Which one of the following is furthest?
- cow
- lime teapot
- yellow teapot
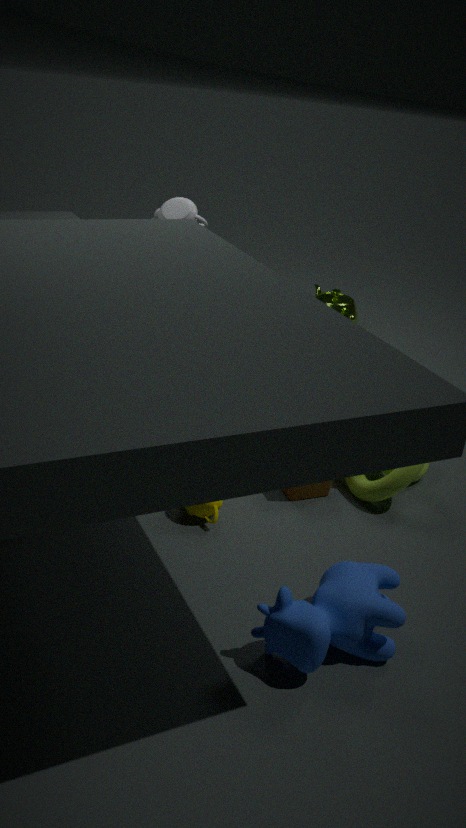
lime teapot
